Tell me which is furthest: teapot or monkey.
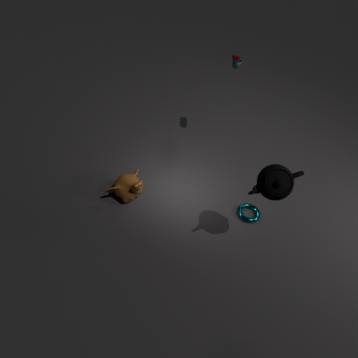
monkey
